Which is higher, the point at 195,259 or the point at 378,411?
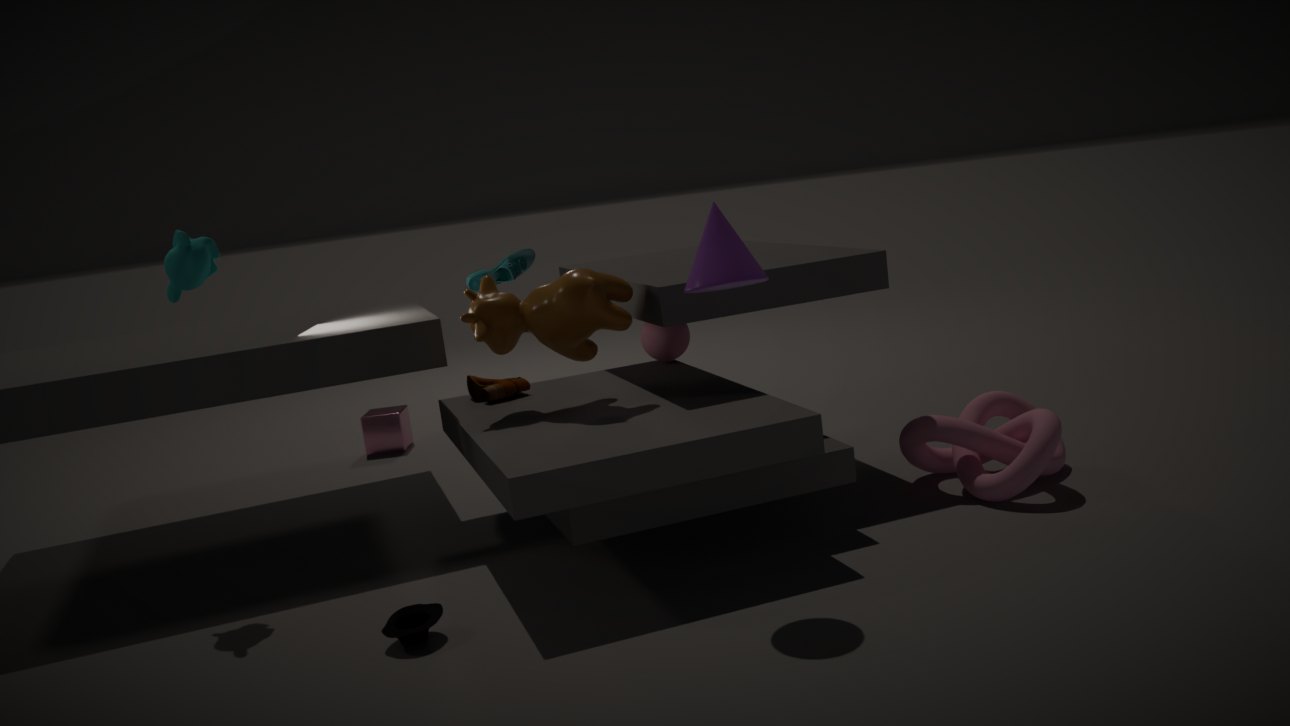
the point at 195,259
